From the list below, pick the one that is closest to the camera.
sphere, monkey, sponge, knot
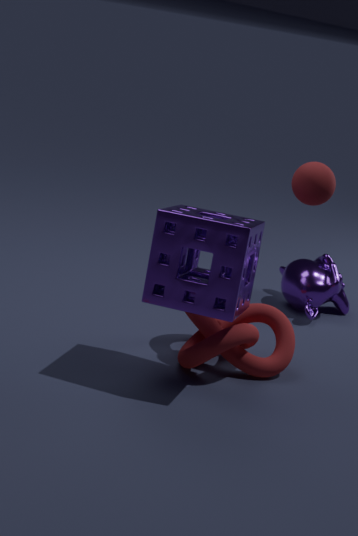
sponge
